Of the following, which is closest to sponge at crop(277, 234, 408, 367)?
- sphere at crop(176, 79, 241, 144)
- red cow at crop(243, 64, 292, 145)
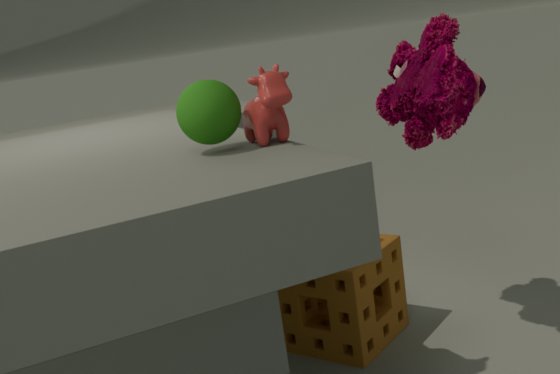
red cow at crop(243, 64, 292, 145)
